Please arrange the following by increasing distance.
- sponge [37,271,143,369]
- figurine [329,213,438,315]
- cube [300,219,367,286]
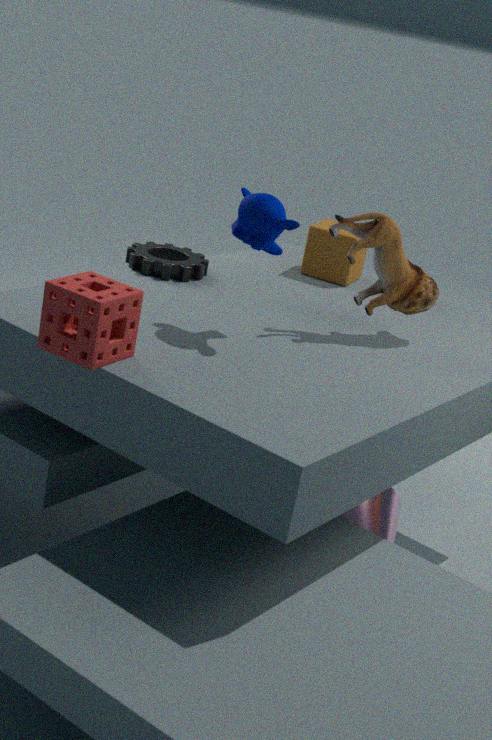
sponge [37,271,143,369] → figurine [329,213,438,315] → cube [300,219,367,286]
